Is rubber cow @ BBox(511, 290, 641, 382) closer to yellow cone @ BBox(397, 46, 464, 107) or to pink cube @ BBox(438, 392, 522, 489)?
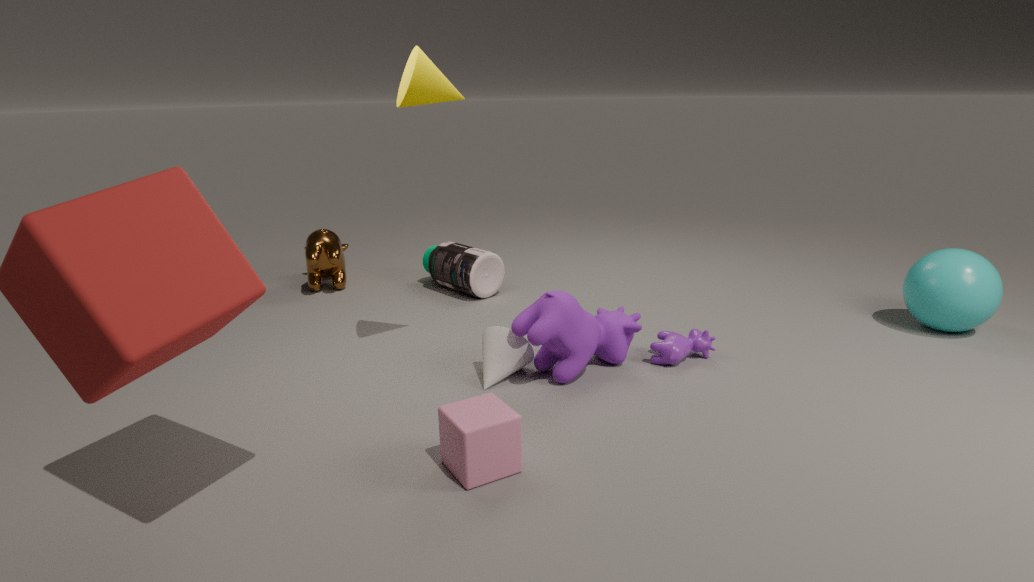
pink cube @ BBox(438, 392, 522, 489)
